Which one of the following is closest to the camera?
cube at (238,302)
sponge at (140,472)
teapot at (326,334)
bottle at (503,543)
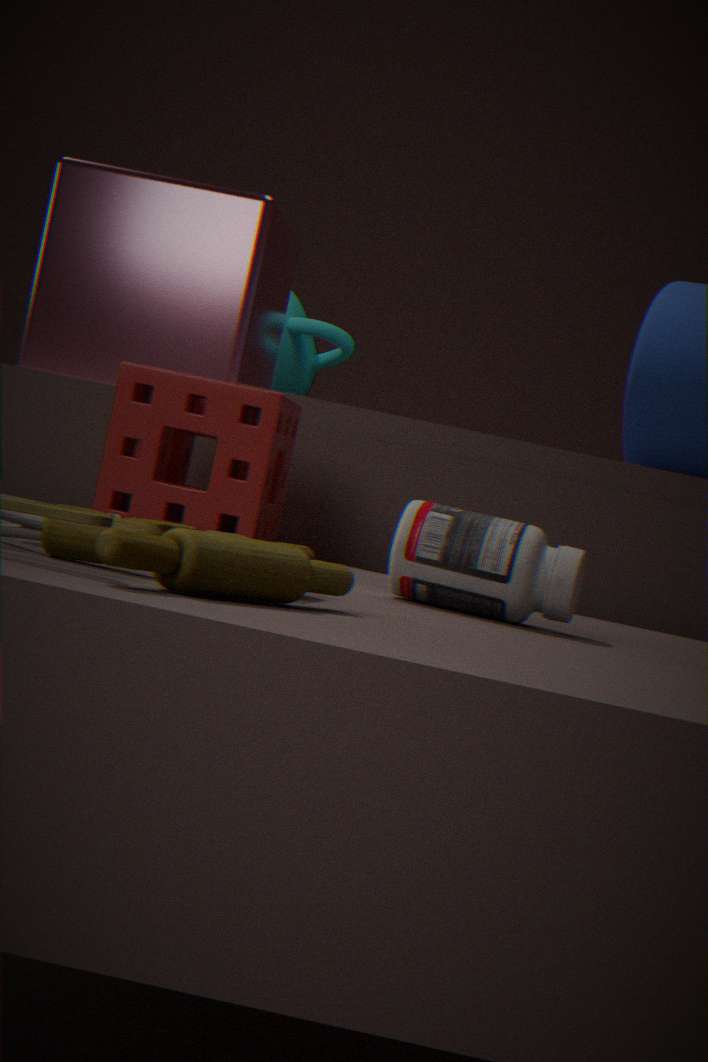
bottle at (503,543)
